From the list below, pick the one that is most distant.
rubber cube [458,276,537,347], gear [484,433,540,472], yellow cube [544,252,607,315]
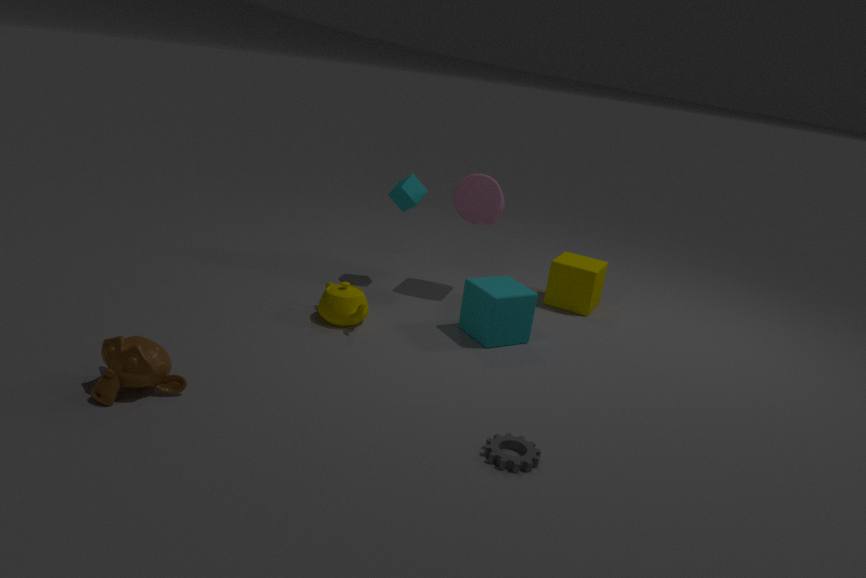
yellow cube [544,252,607,315]
